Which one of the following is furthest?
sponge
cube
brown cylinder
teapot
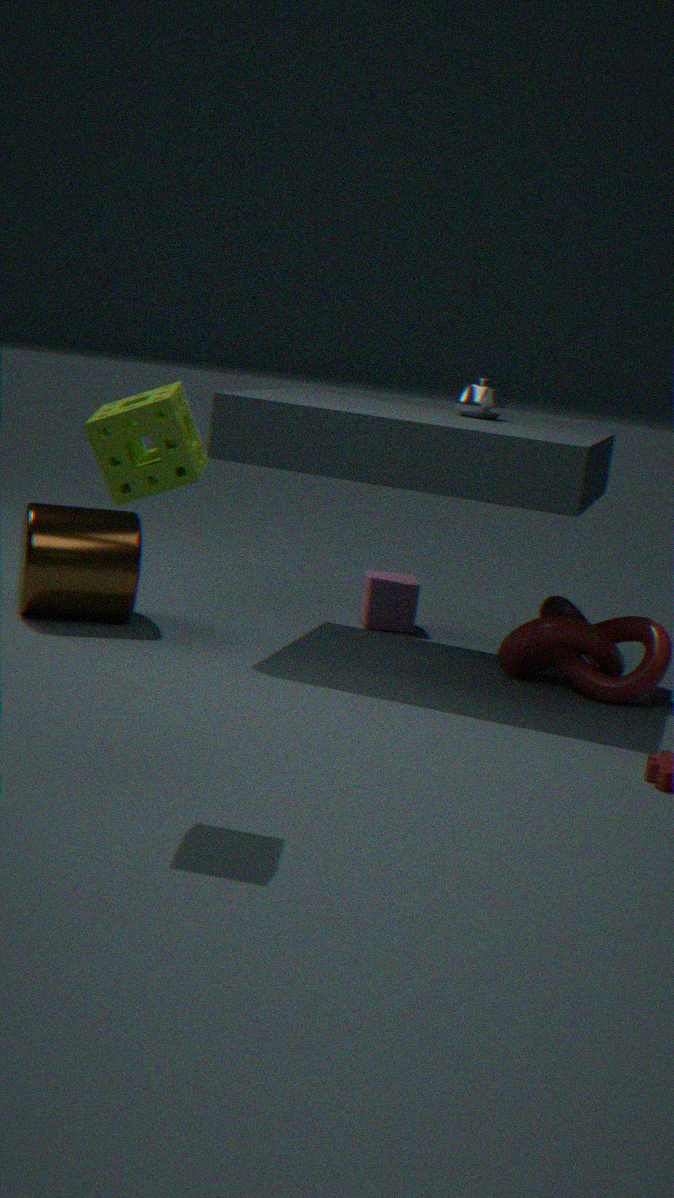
cube
